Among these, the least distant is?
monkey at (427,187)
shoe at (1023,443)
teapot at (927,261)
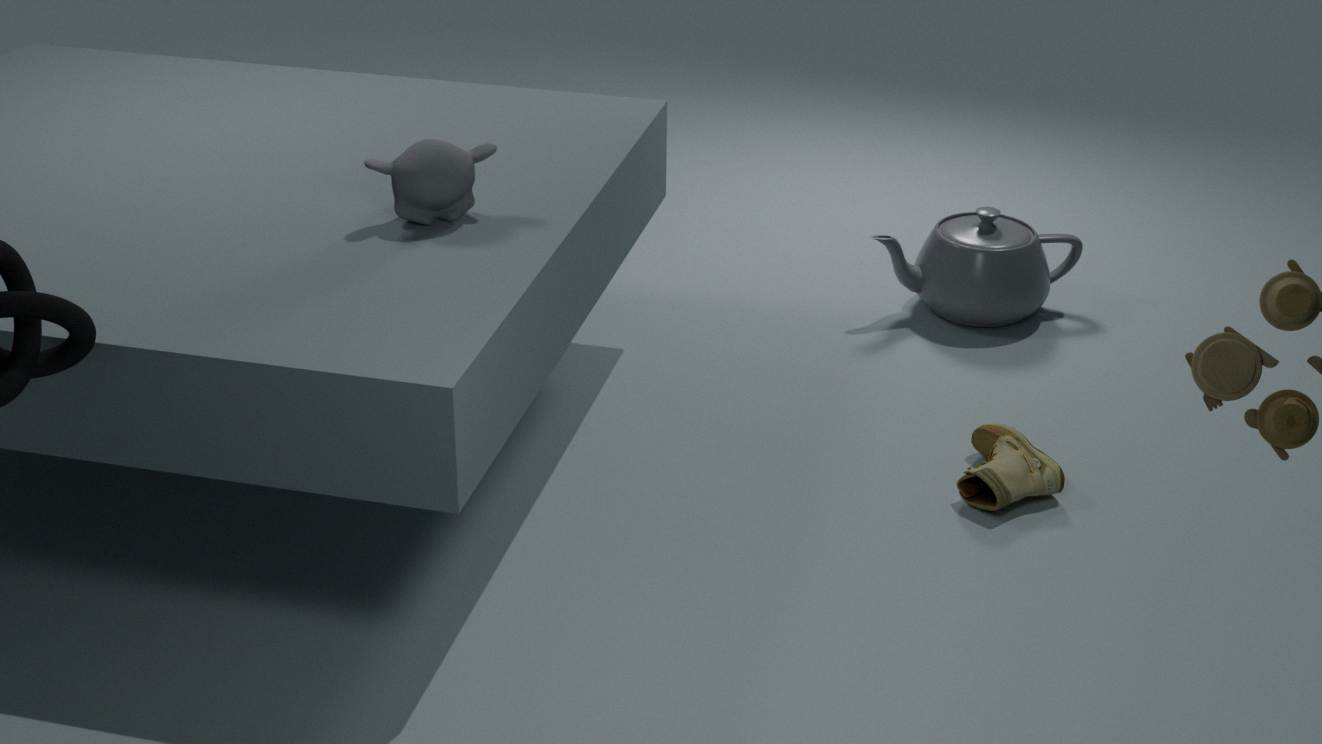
monkey at (427,187)
